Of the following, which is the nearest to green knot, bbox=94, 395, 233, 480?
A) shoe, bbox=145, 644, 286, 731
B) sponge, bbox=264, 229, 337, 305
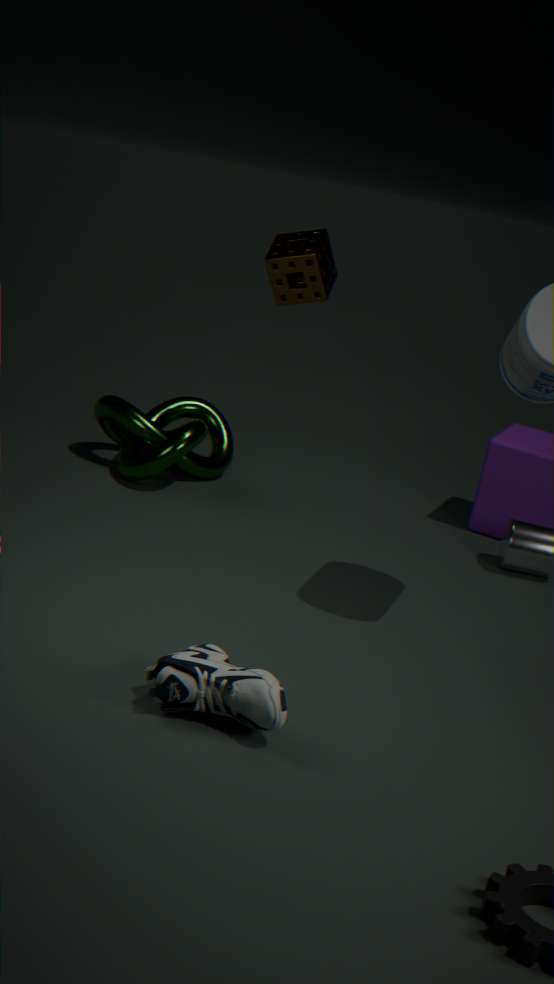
sponge, bbox=264, 229, 337, 305
